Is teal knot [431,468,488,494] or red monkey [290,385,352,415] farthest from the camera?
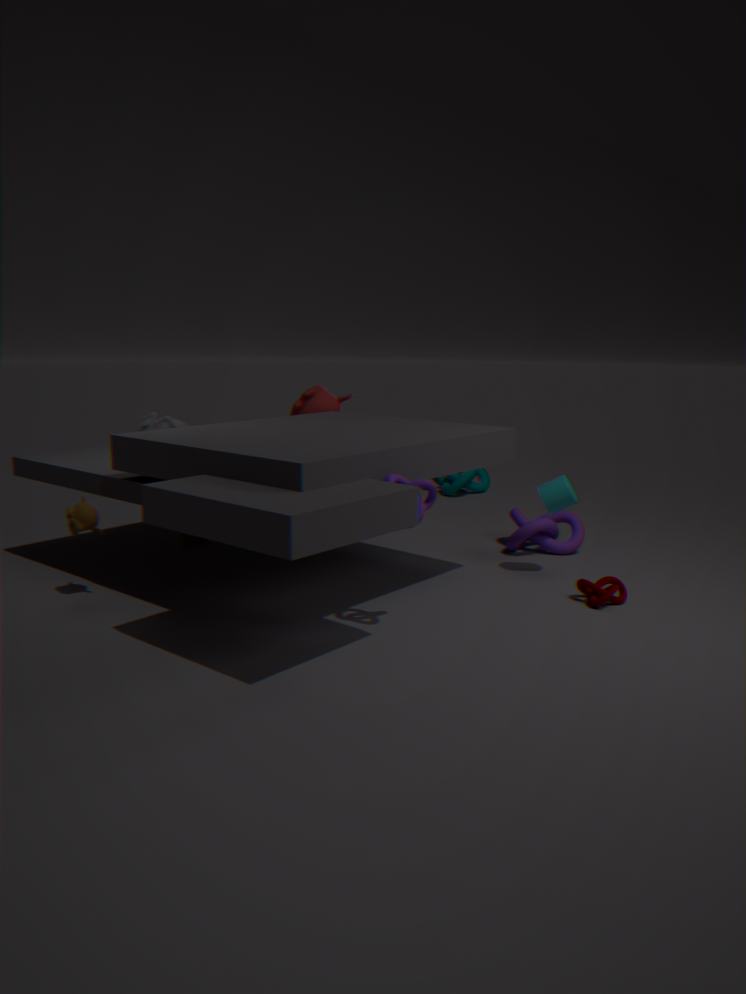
teal knot [431,468,488,494]
